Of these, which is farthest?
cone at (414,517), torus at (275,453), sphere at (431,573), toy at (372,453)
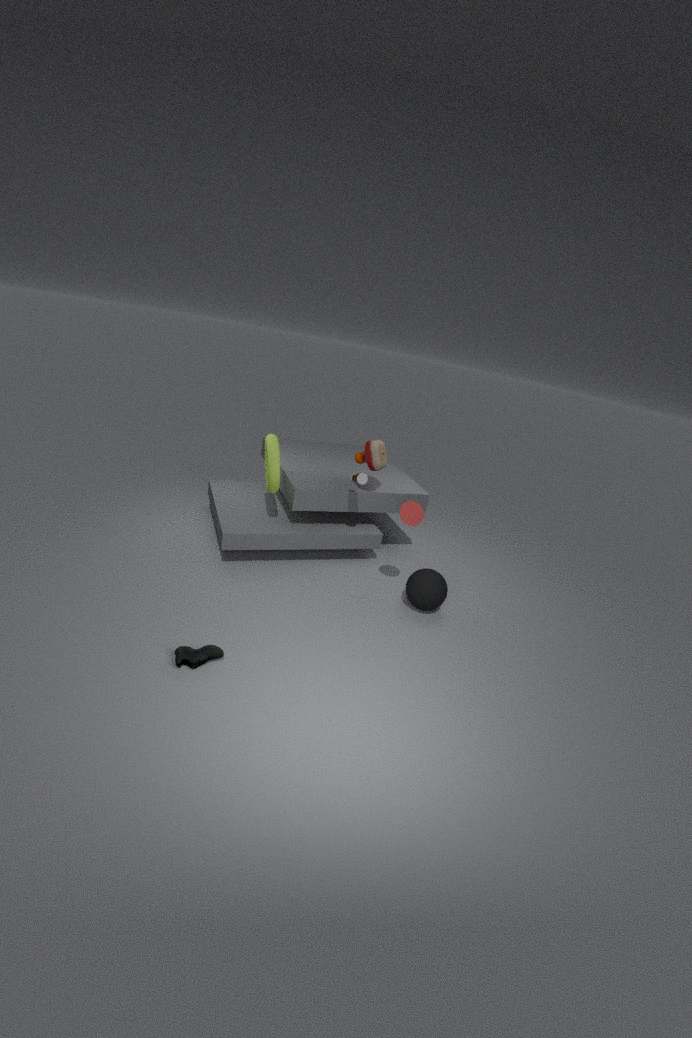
toy at (372,453)
